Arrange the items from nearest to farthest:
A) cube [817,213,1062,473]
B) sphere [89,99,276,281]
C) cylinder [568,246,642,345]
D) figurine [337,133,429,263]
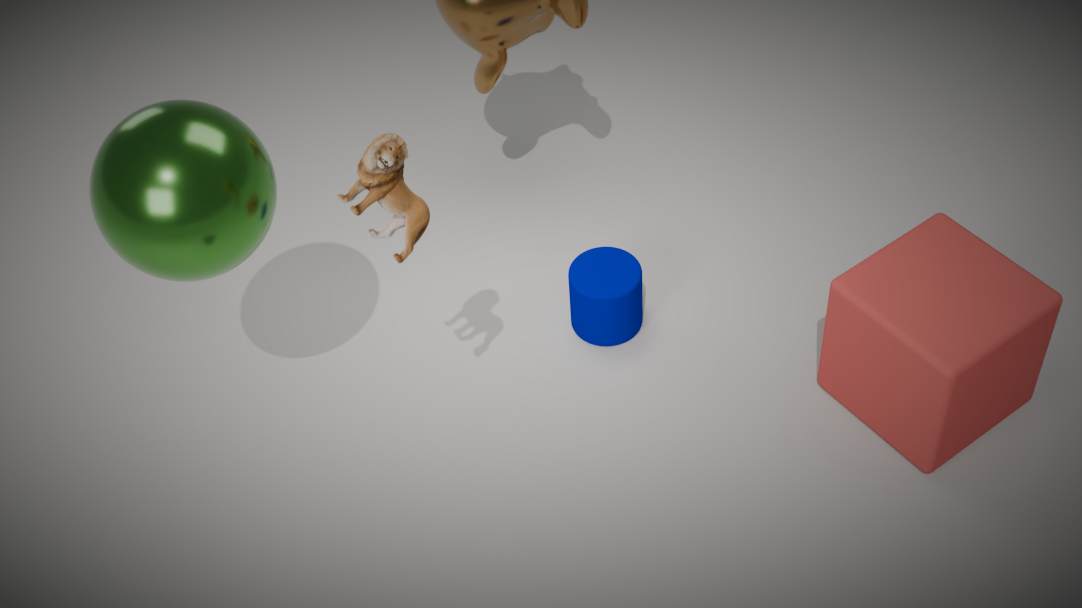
figurine [337,133,429,263], sphere [89,99,276,281], cube [817,213,1062,473], cylinder [568,246,642,345]
